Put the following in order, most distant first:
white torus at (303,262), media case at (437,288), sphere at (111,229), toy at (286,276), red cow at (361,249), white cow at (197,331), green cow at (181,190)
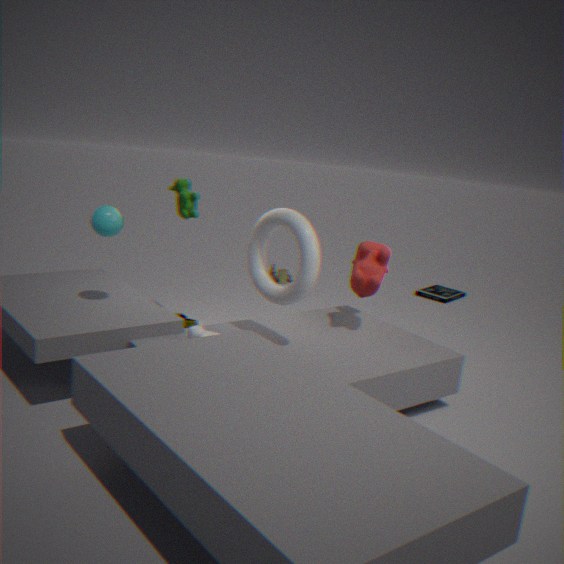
toy at (286,276), media case at (437,288), red cow at (361,249), sphere at (111,229), green cow at (181,190), white cow at (197,331), white torus at (303,262)
